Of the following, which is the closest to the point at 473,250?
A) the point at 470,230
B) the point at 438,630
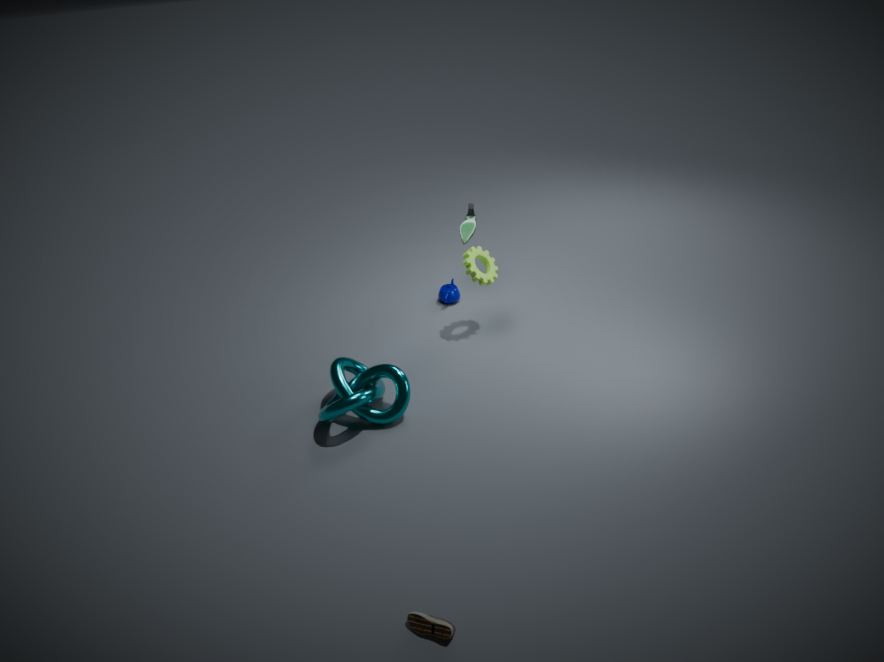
the point at 470,230
